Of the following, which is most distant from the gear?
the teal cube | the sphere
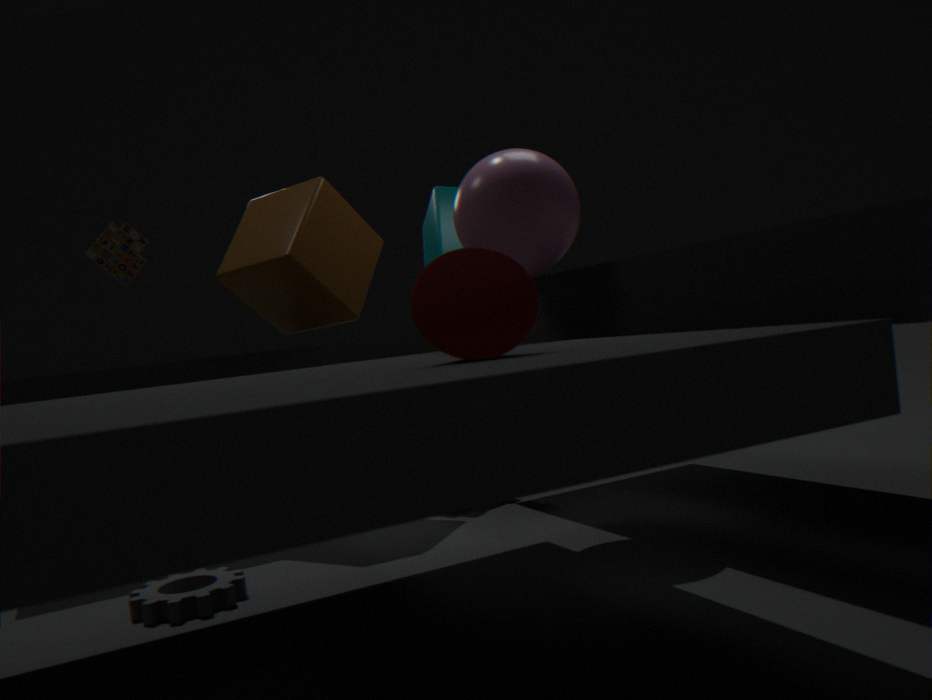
the teal cube
